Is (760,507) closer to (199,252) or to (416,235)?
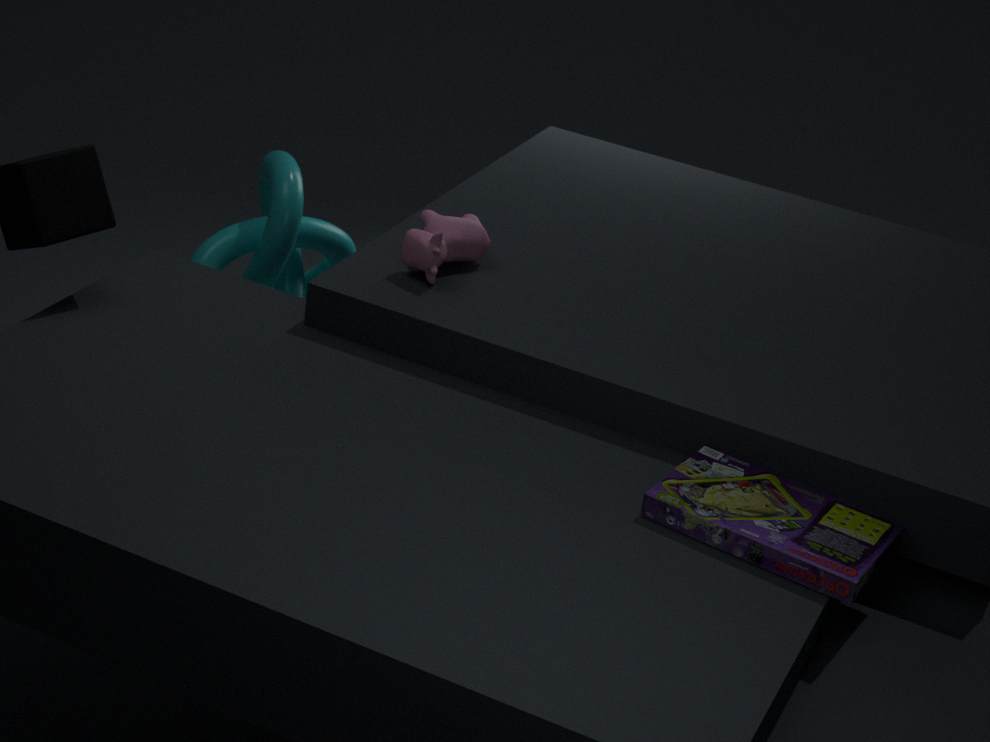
(416,235)
